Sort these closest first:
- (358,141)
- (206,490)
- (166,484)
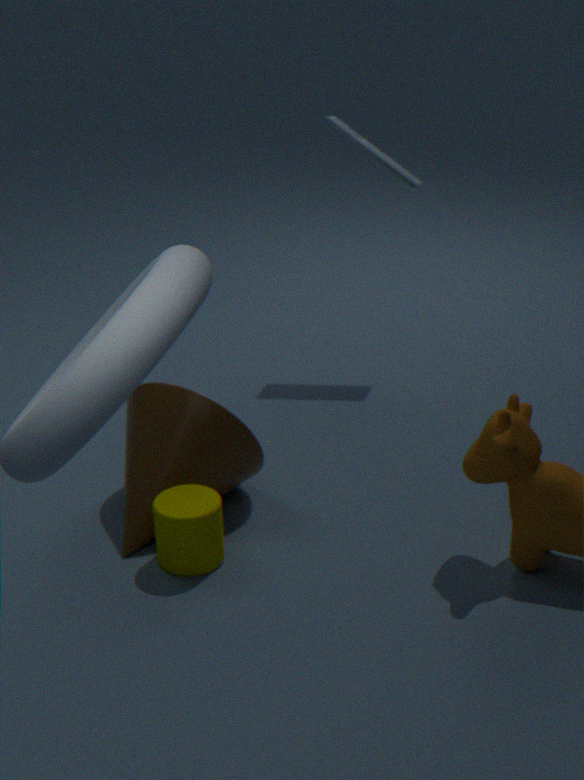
1. (206,490)
2. (166,484)
3. (358,141)
